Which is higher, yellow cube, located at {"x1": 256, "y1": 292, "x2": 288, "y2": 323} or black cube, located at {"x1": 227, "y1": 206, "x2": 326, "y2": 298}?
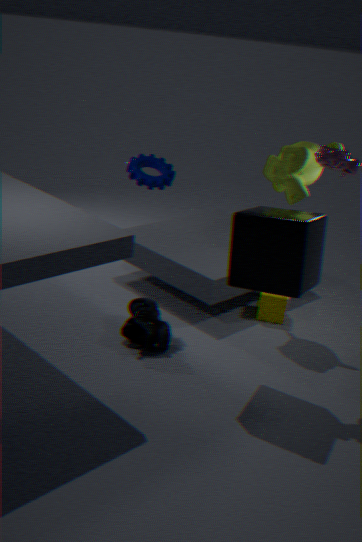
black cube, located at {"x1": 227, "y1": 206, "x2": 326, "y2": 298}
